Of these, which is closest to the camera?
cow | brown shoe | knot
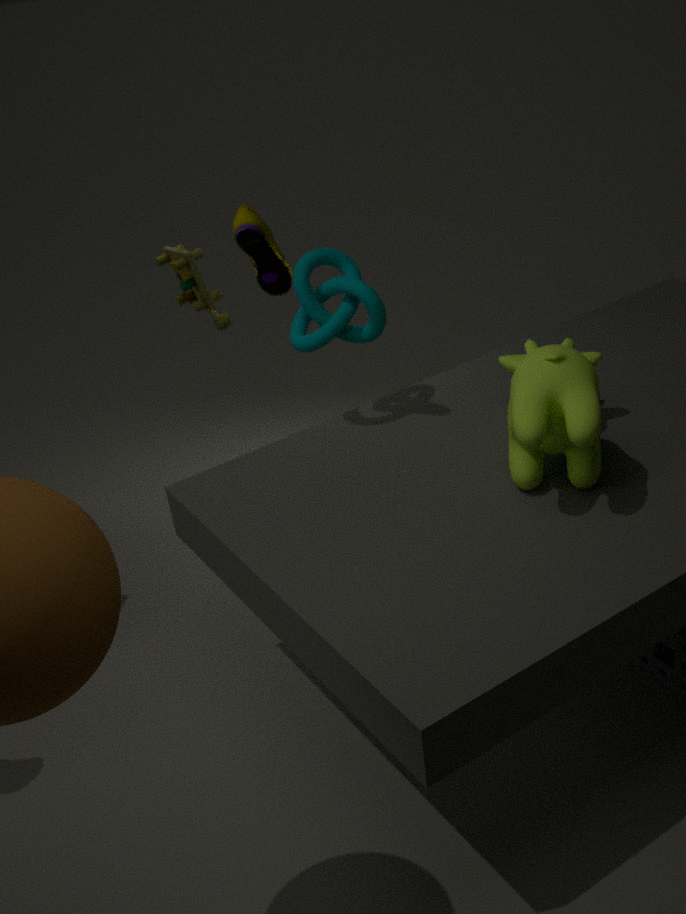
cow
